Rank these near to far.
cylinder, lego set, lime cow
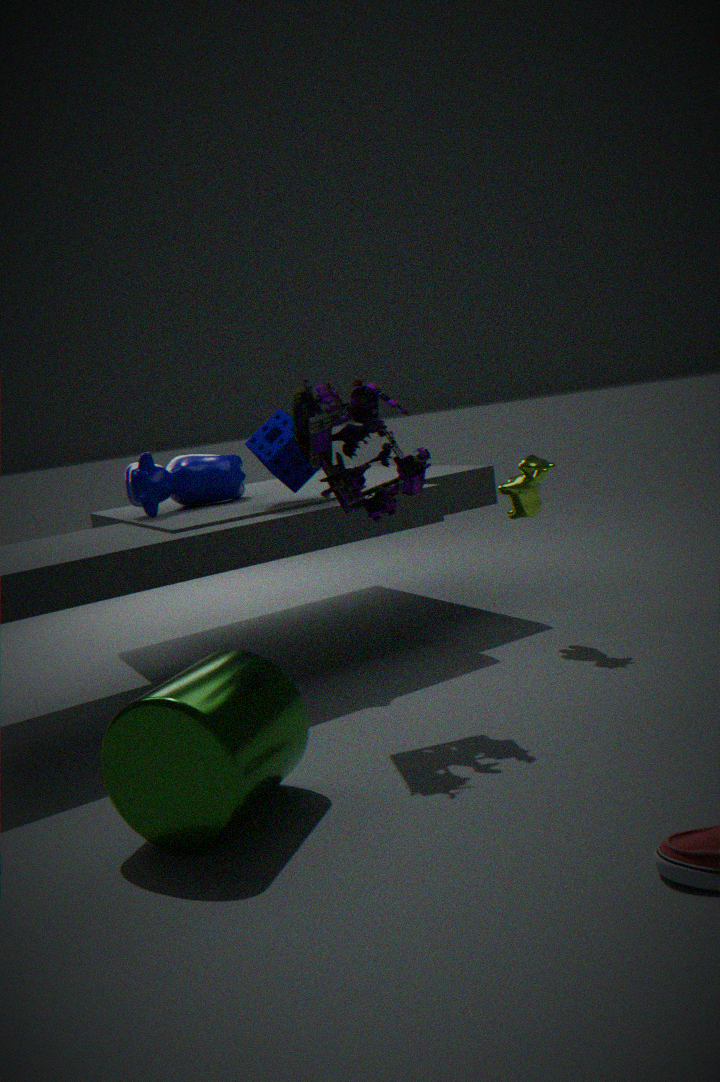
cylinder < lego set < lime cow
